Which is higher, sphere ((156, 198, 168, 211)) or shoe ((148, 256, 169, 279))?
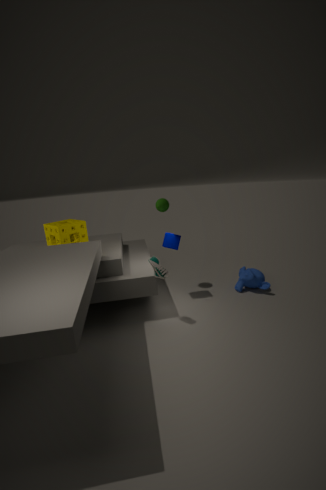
sphere ((156, 198, 168, 211))
